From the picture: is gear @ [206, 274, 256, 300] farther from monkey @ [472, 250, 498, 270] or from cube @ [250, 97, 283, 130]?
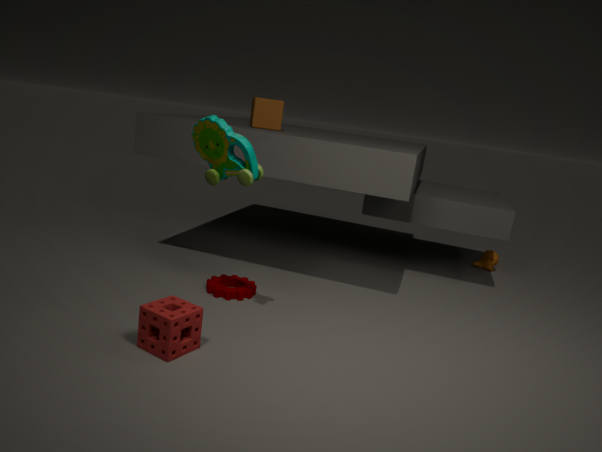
monkey @ [472, 250, 498, 270]
